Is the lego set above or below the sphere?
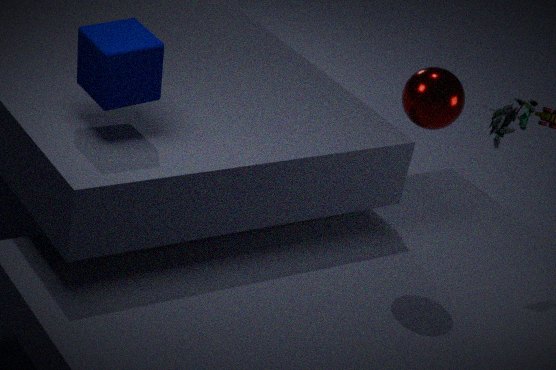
below
